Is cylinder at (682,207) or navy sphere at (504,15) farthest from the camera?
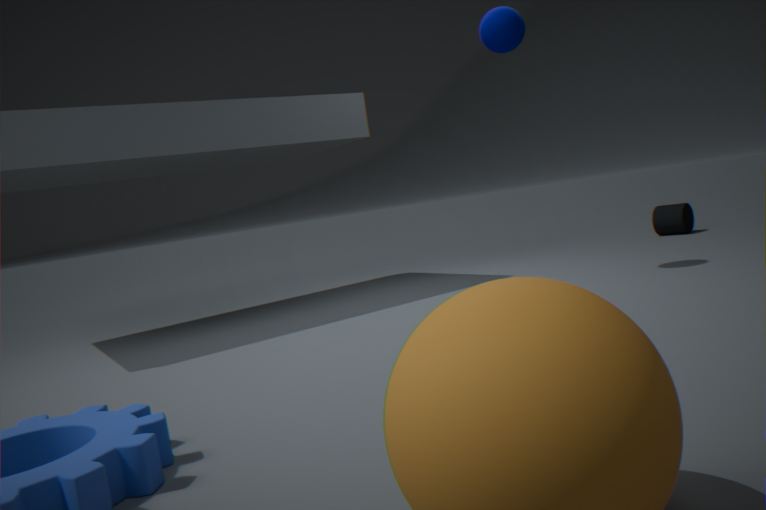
cylinder at (682,207)
